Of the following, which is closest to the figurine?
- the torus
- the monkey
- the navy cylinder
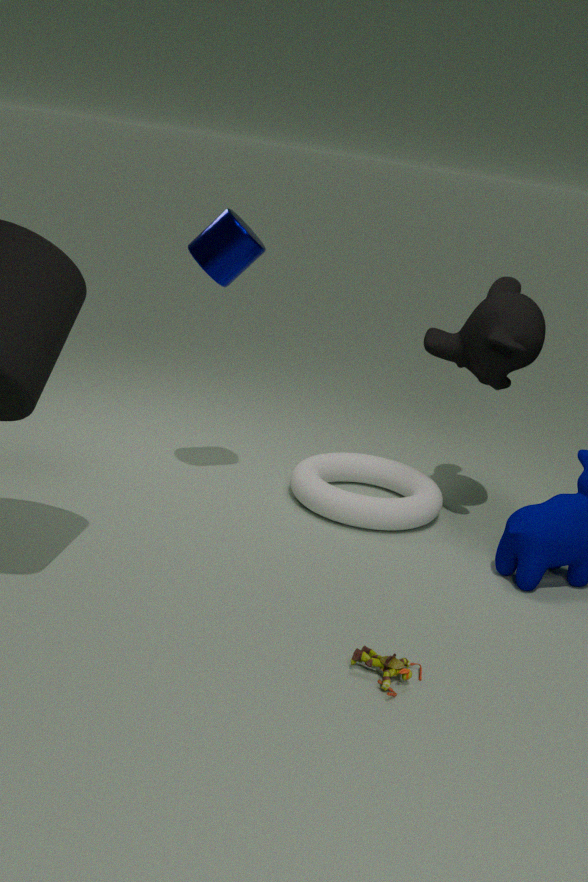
the torus
